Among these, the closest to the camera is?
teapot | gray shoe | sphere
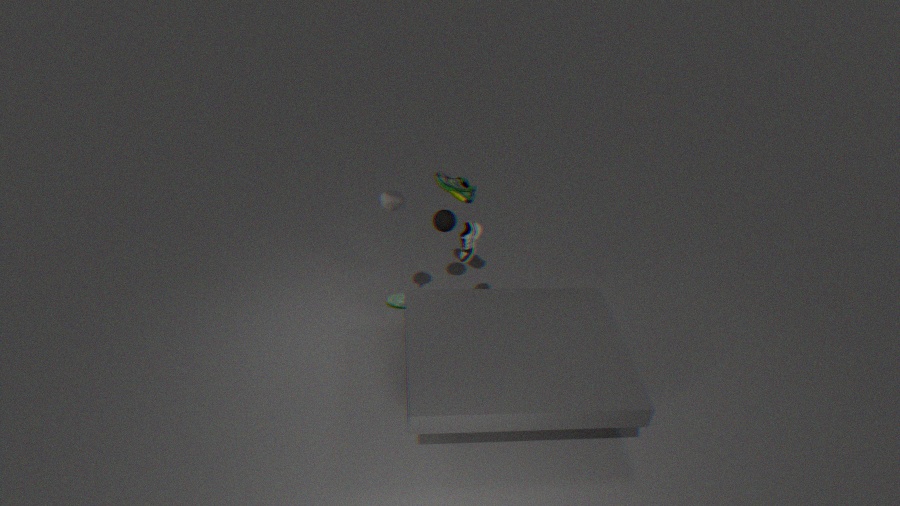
teapot
